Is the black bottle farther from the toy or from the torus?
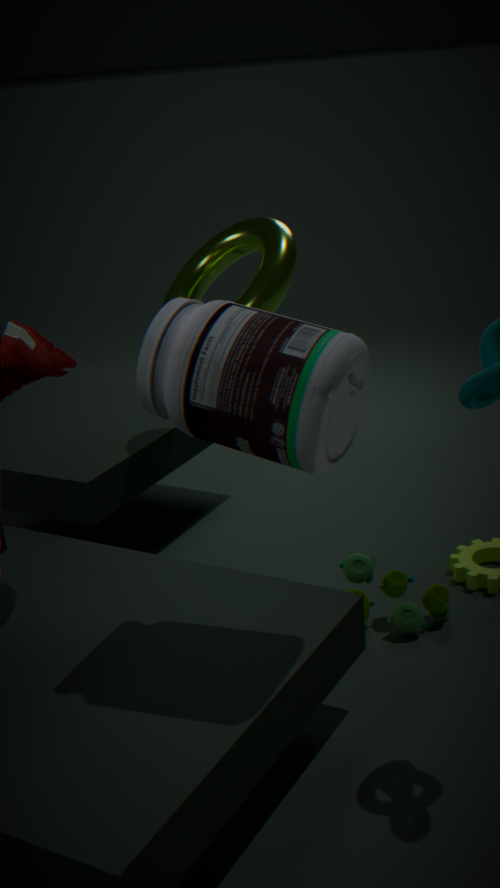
the toy
